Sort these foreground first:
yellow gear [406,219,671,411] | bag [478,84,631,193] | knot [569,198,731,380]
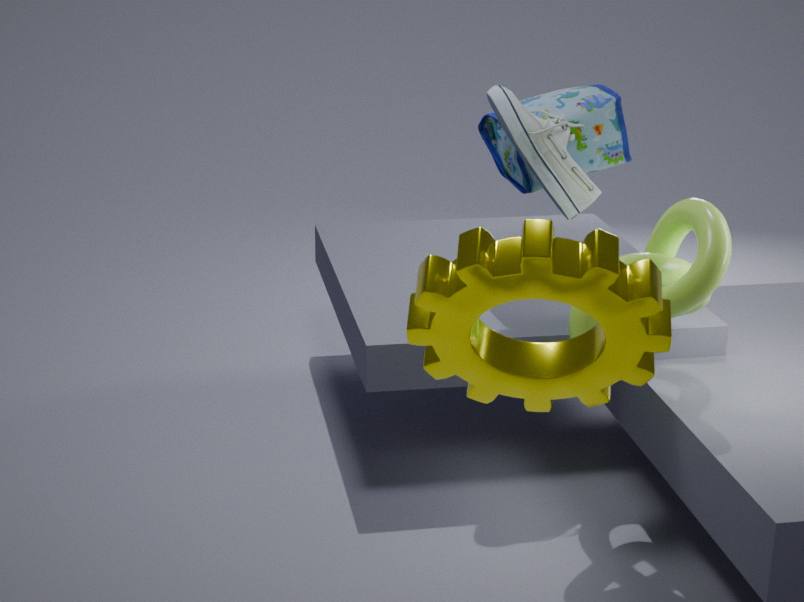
yellow gear [406,219,671,411] → knot [569,198,731,380] → bag [478,84,631,193]
